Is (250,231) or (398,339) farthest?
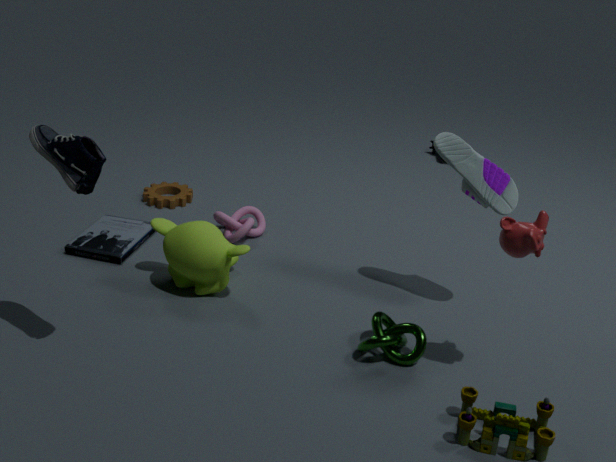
(250,231)
